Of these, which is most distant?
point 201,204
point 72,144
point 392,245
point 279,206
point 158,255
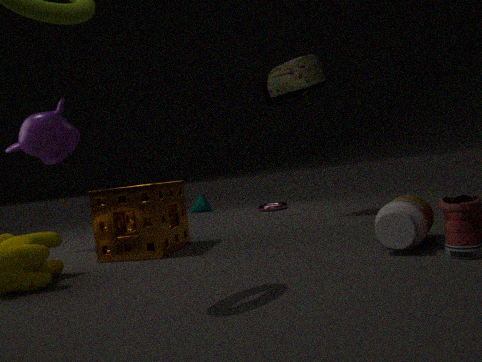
point 201,204
